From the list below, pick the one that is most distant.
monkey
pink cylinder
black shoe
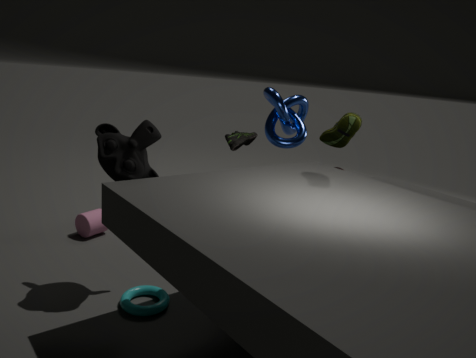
pink cylinder
